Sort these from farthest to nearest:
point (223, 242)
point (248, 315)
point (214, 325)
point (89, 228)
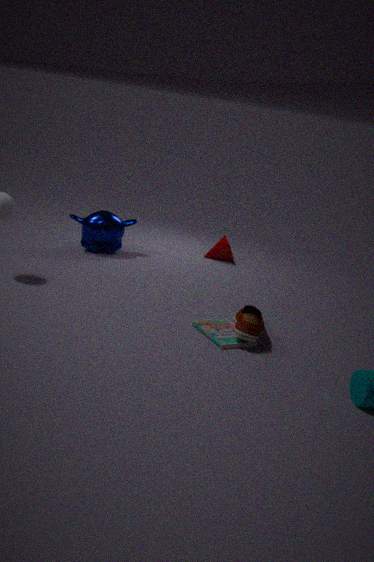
point (223, 242)
point (89, 228)
point (214, 325)
point (248, 315)
